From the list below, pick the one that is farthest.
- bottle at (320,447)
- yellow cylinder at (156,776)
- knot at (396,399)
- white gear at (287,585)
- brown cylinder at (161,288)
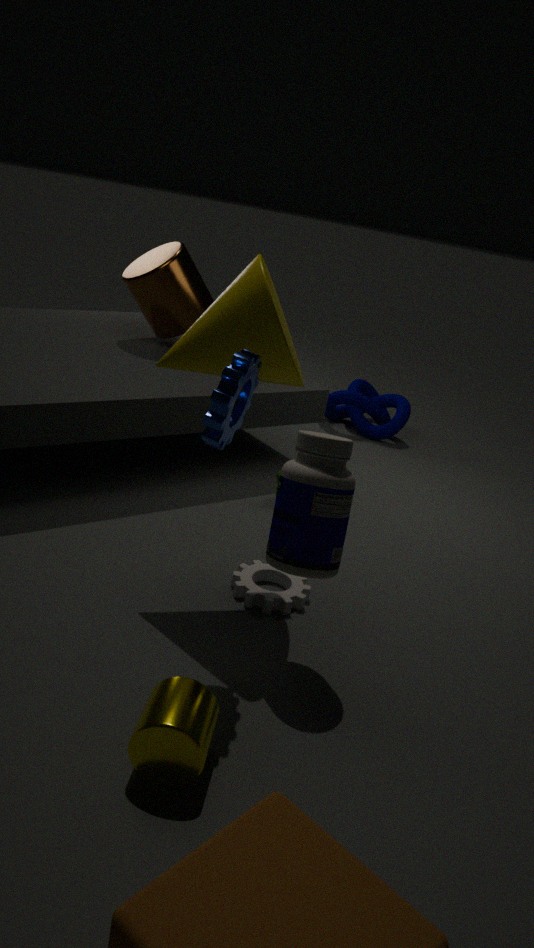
knot at (396,399)
